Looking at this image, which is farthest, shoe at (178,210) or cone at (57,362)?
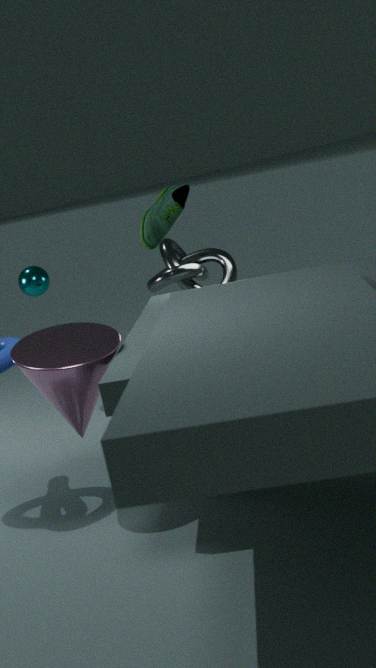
shoe at (178,210)
